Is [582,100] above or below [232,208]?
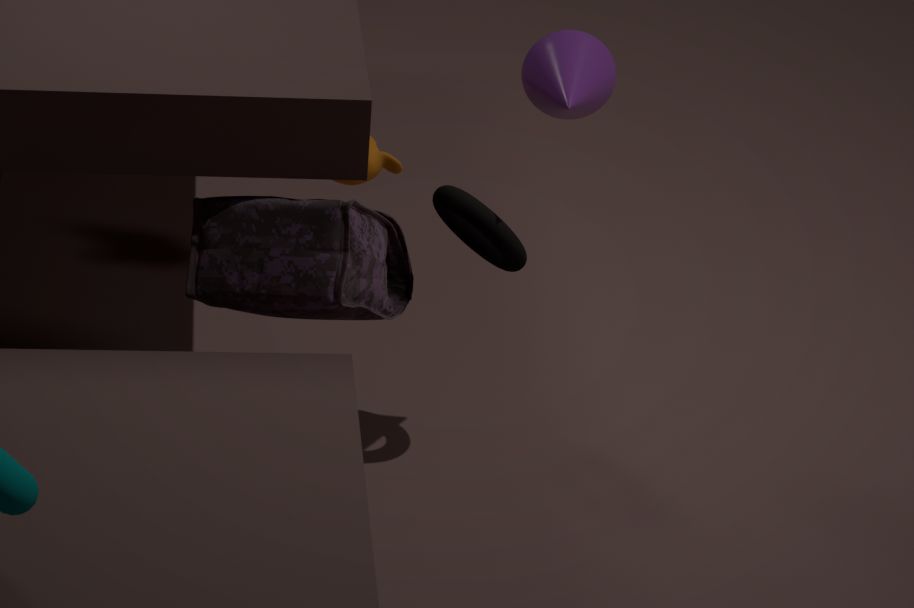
above
